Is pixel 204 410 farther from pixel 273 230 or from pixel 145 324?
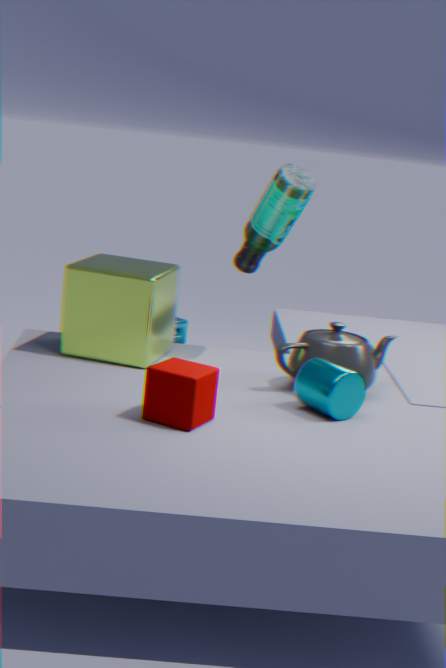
pixel 273 230
